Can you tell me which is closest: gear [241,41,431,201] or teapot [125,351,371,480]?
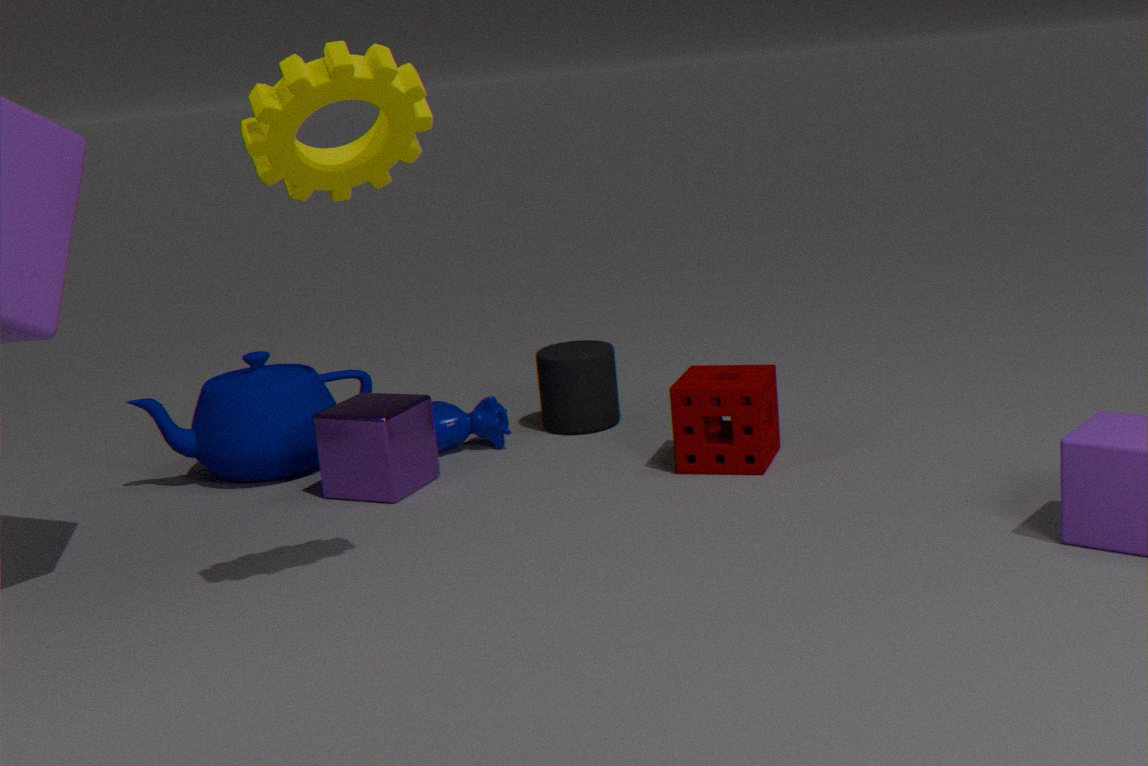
gear [241,41,431,201]
